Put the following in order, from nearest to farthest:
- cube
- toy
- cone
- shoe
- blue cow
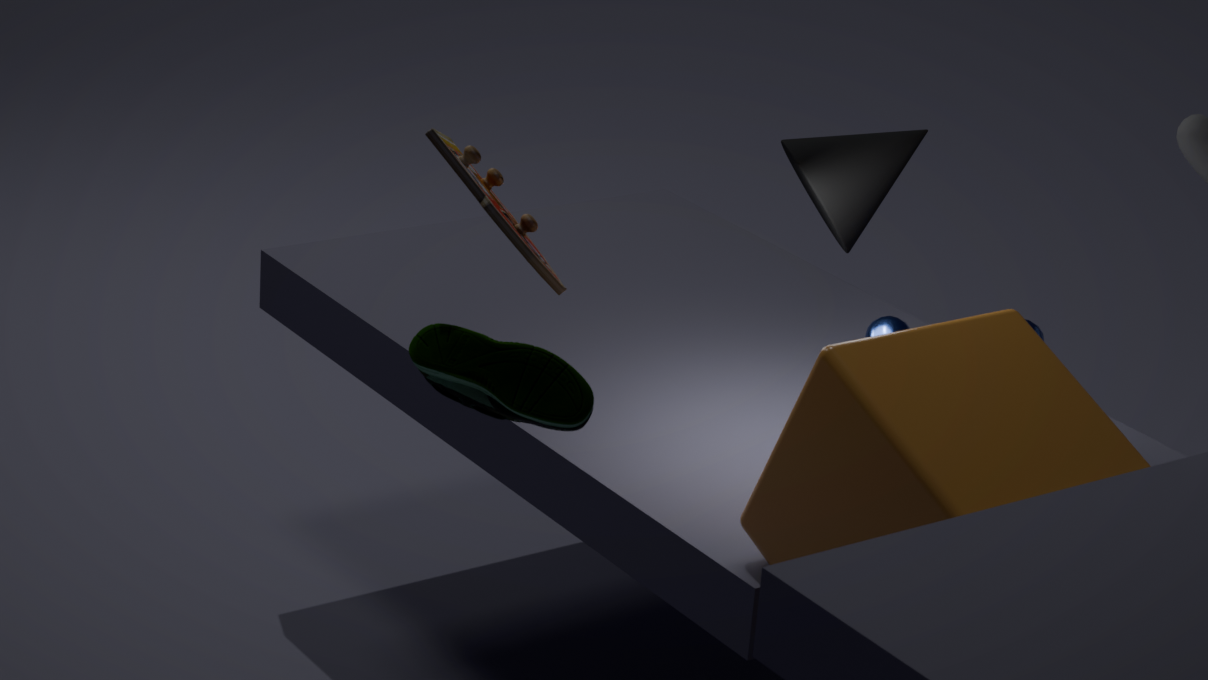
1. shoe
2. cube
3. toy
4. blue cow
5. cone
